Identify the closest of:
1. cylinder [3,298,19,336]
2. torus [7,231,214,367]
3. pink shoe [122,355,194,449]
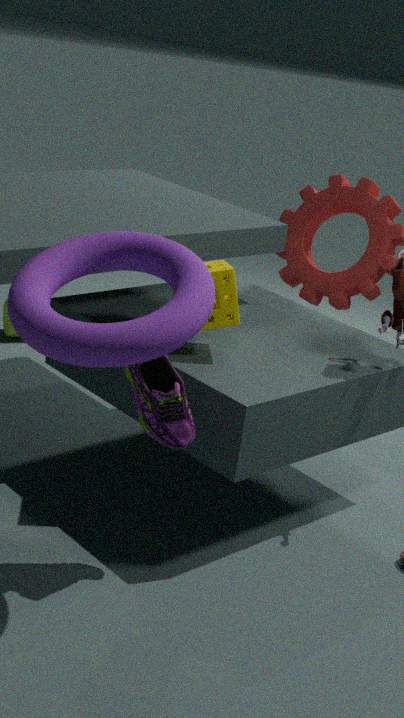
torus [7,231,214,367]
